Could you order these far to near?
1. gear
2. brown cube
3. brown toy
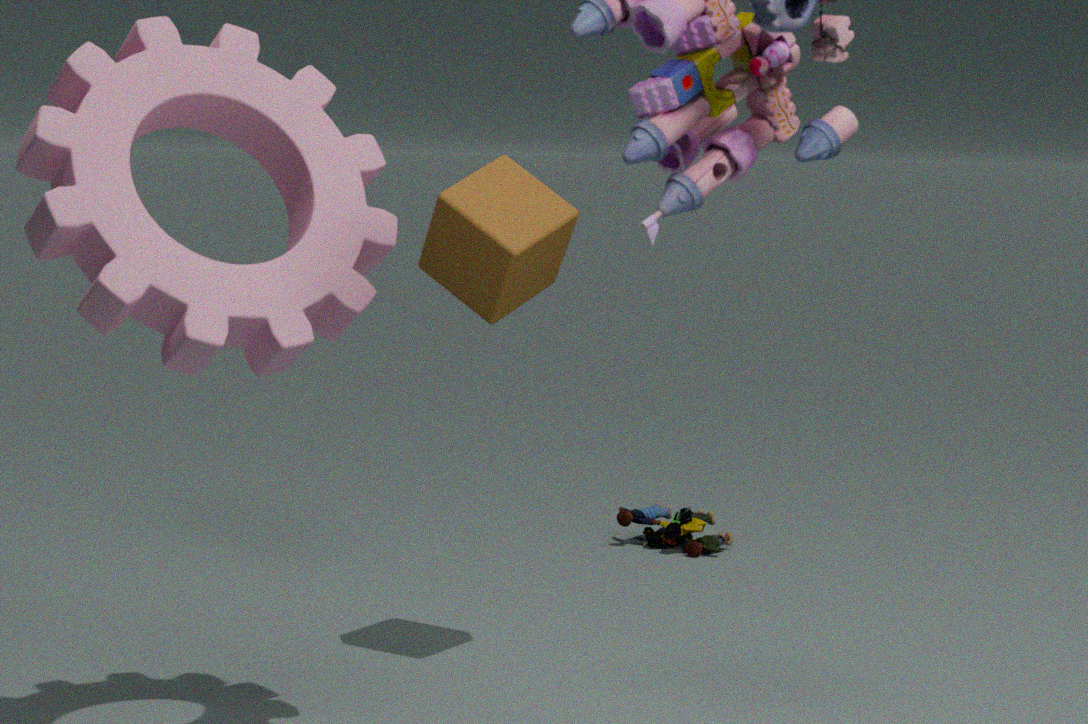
brown toy, brown cube, gear
